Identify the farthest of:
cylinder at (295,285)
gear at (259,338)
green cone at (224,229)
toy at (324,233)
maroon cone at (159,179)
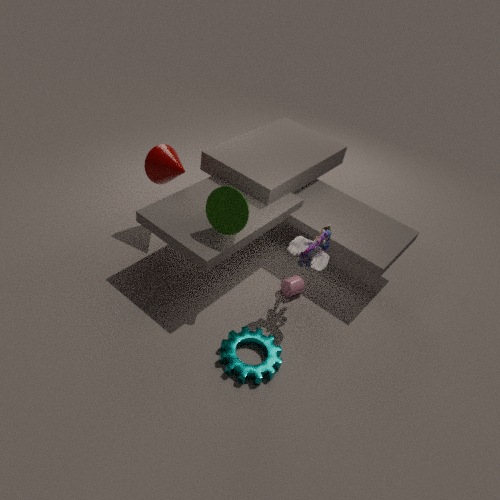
maroon cone at (159,179)
